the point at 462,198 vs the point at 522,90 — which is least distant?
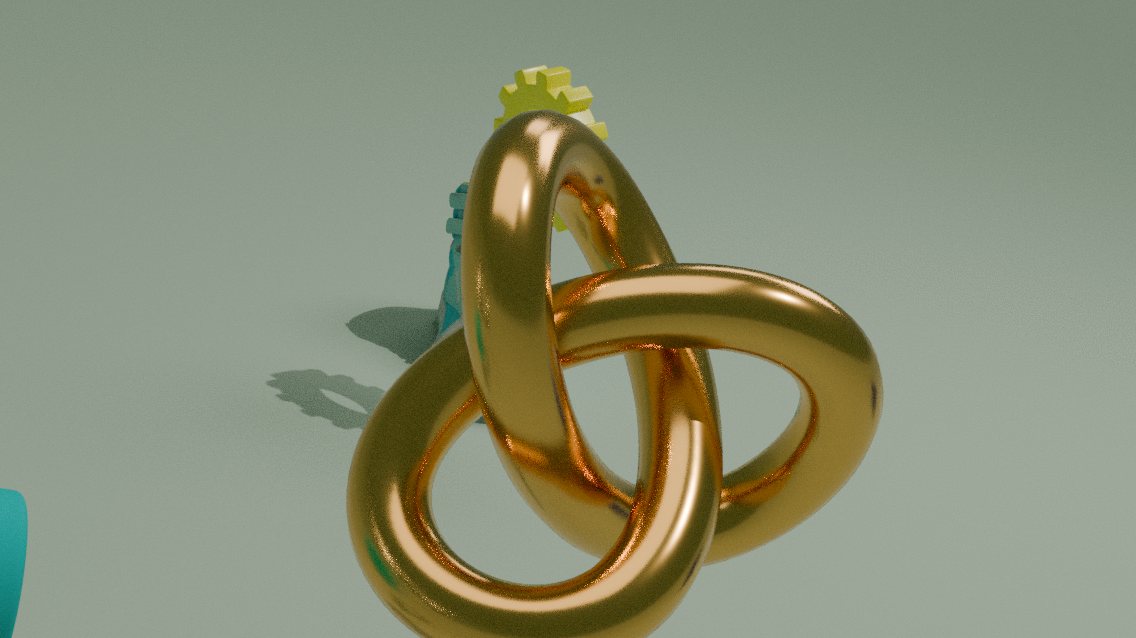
the point at 522,90
